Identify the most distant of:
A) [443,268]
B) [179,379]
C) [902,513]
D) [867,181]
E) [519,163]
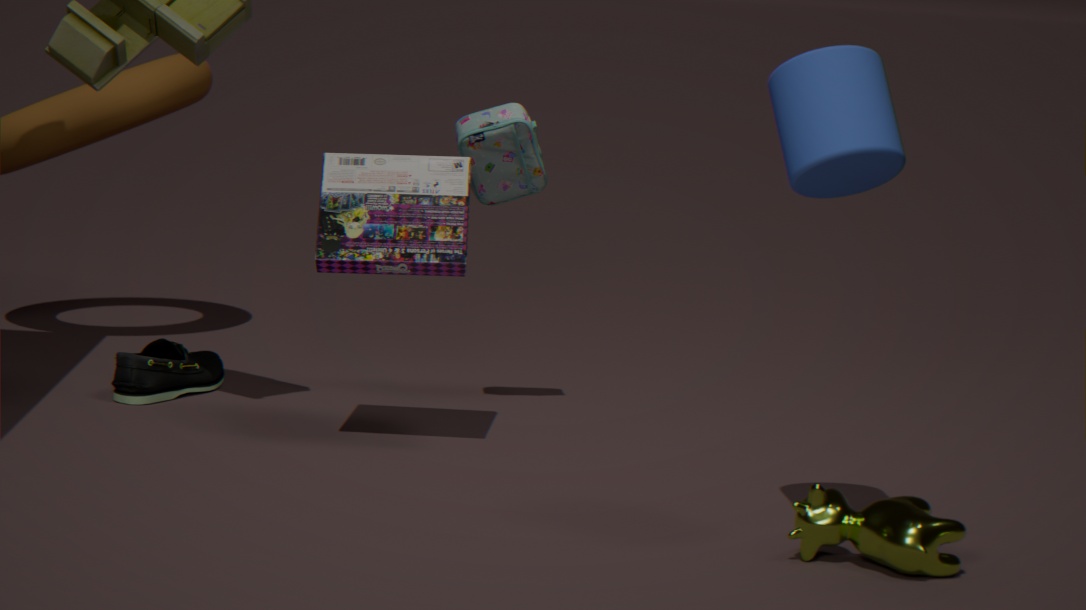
[179,379]
